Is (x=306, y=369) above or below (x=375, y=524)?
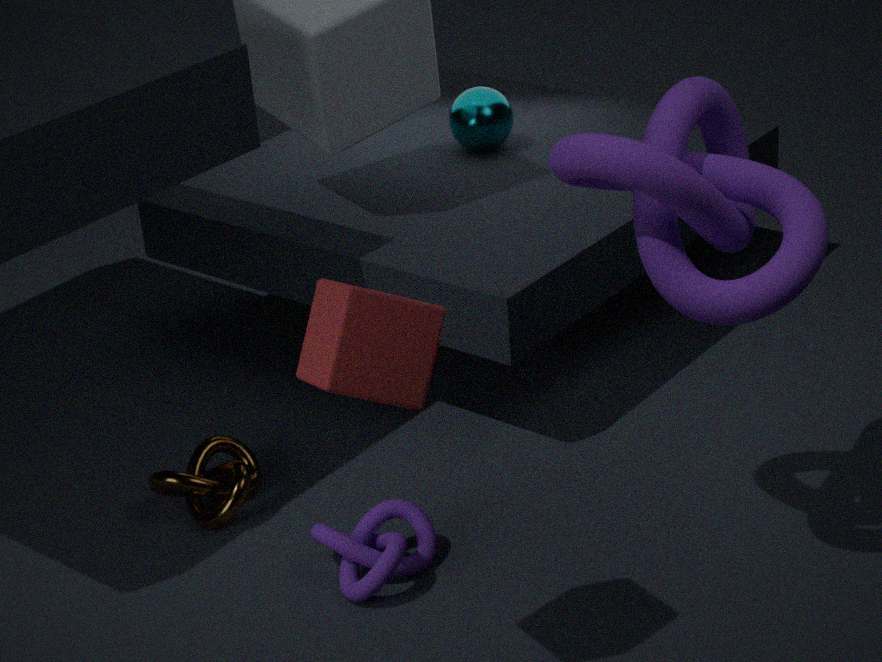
above
